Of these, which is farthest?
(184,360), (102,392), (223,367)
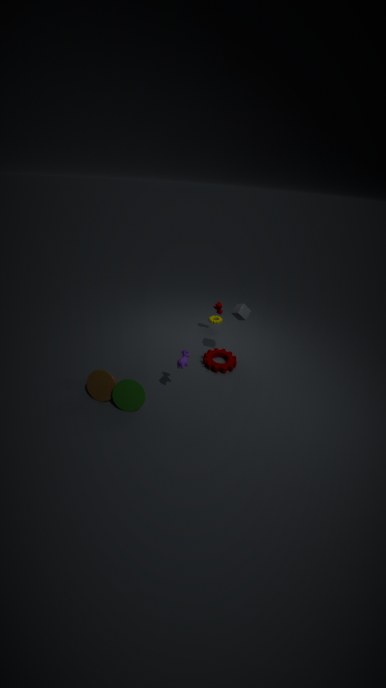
(223,367)
